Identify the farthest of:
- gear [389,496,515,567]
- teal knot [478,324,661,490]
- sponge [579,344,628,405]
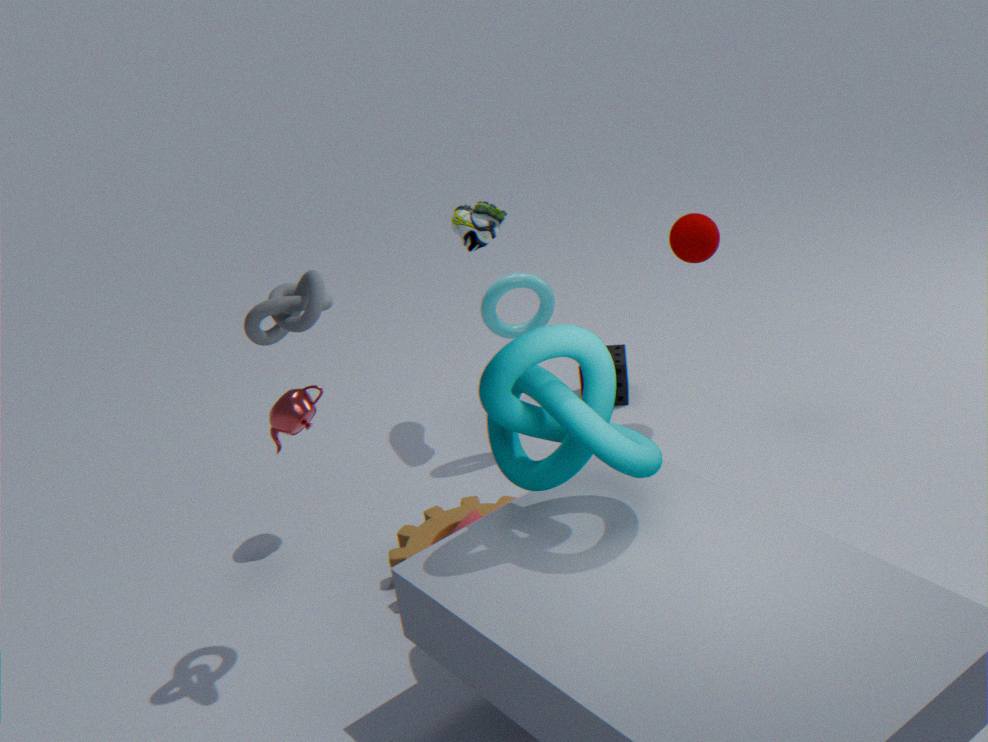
sponge [579,344,628,405]
